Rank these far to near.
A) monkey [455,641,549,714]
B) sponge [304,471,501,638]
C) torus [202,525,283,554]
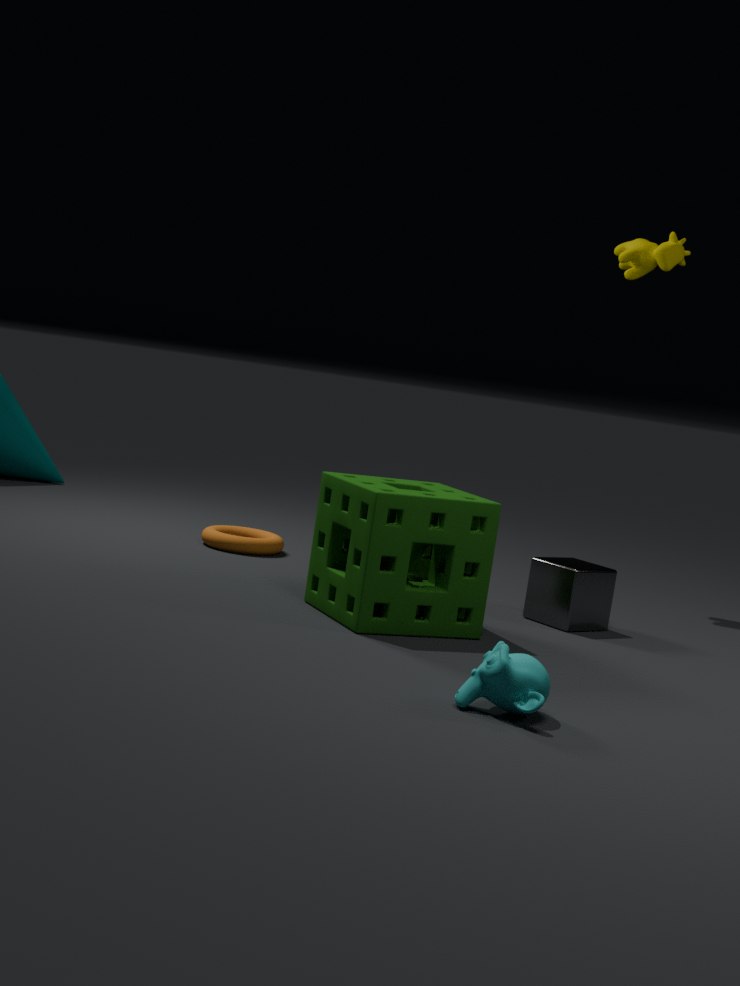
torus [202,525,283,554]
sponge [304,471,501,638]
monkey [455,641,549,714]
